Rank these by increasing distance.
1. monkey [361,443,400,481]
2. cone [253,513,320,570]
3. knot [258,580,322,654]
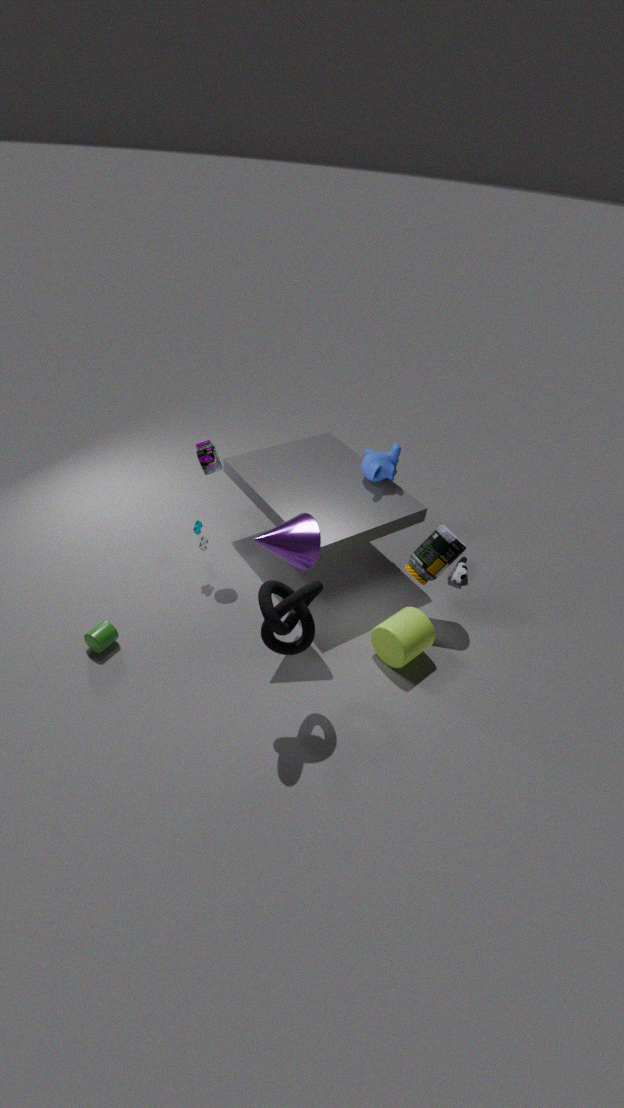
knot [258,580,322,654] < cone [253,513,320,570] < monkey [361,443,400,481]
